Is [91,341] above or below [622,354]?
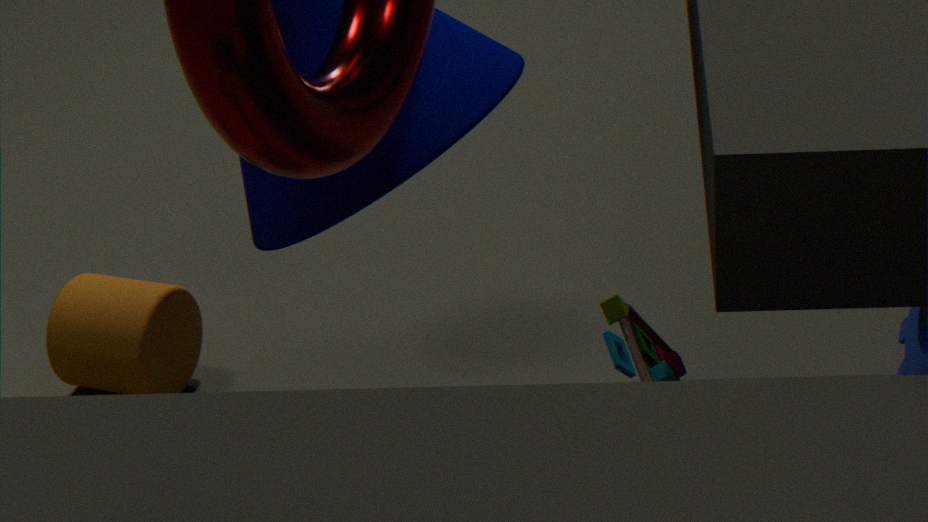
below
